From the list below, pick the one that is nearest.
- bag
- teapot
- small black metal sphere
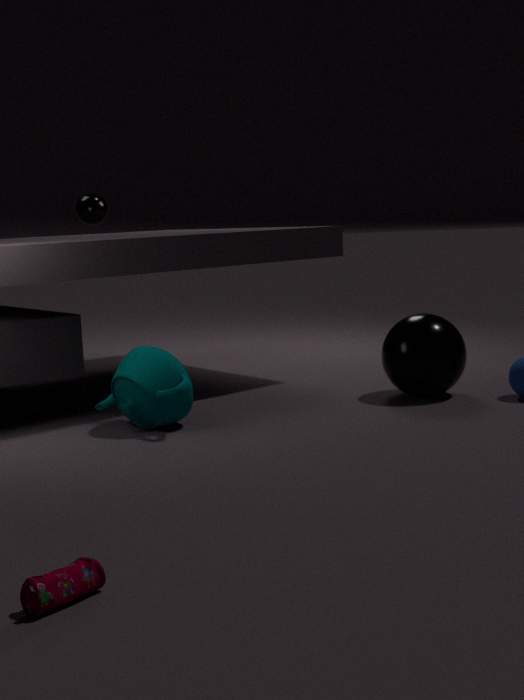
bag
